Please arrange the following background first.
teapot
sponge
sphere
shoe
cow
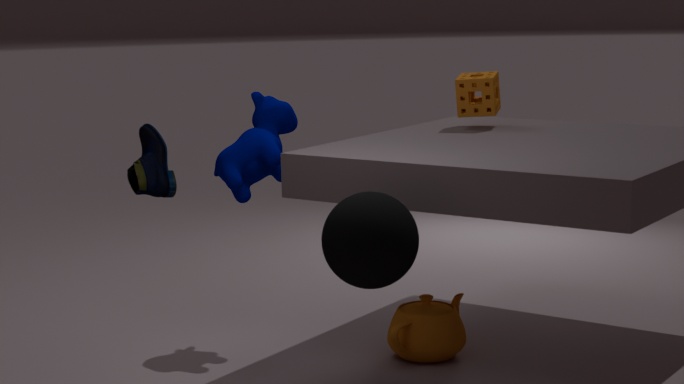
sponge → cow → teapot → shoe → sphere
